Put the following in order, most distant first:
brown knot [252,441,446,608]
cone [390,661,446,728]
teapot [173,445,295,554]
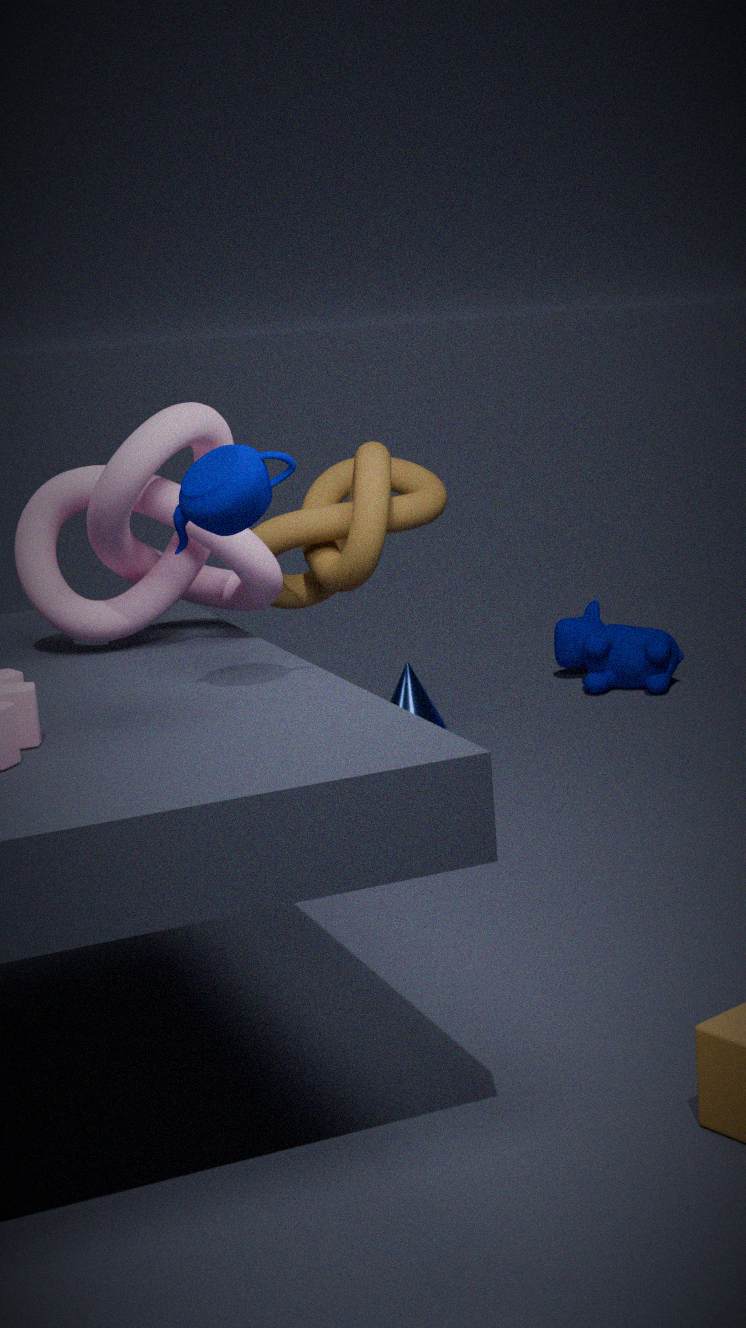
cone [390,661,446,728] < brown knot [252,441,446,608] < teapot [173,445,295,554]
